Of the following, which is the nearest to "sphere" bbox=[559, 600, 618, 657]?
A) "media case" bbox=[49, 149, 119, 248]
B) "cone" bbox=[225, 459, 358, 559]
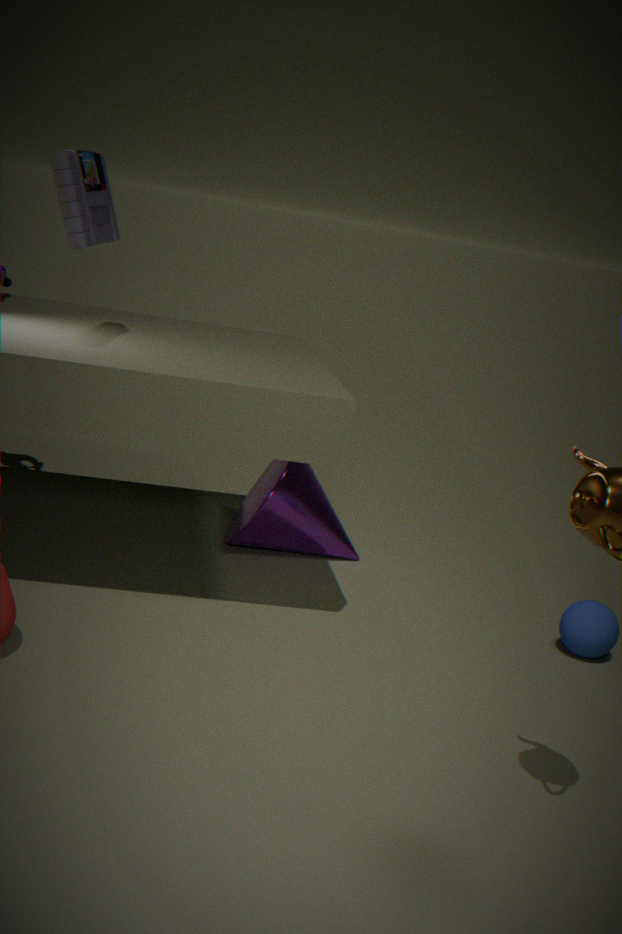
"cone" bbox=[225, 459, 358, 559]
